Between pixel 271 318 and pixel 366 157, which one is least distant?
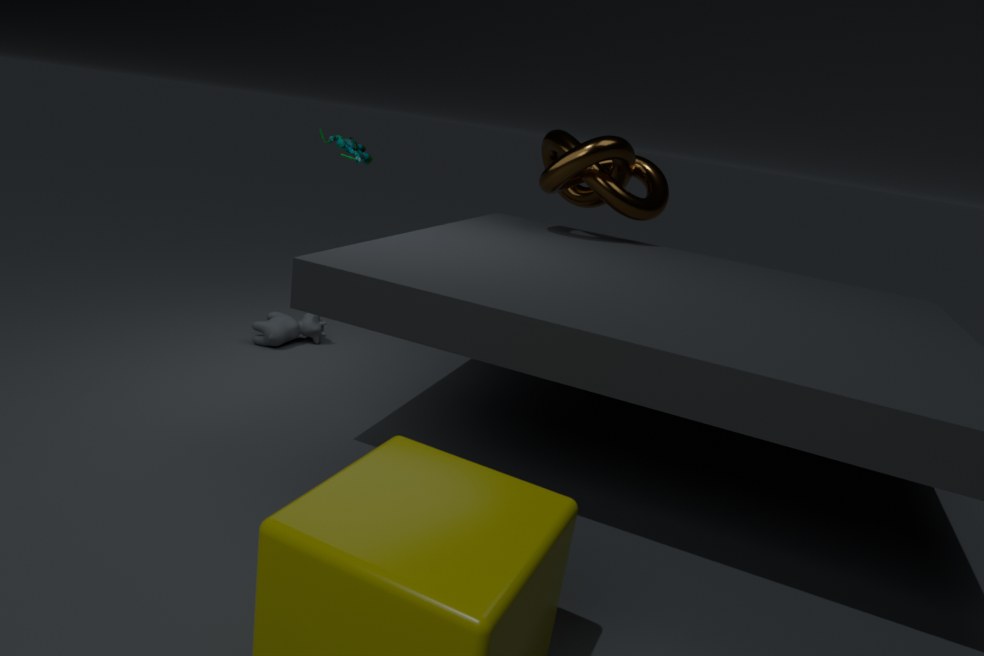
pixel 271 318
